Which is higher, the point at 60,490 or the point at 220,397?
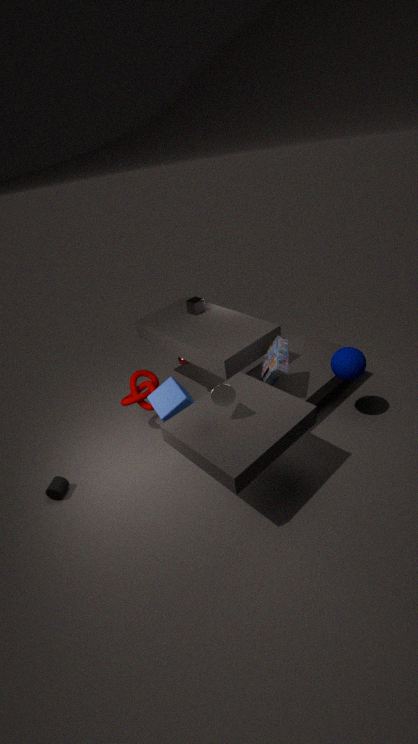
the point at 220,397
